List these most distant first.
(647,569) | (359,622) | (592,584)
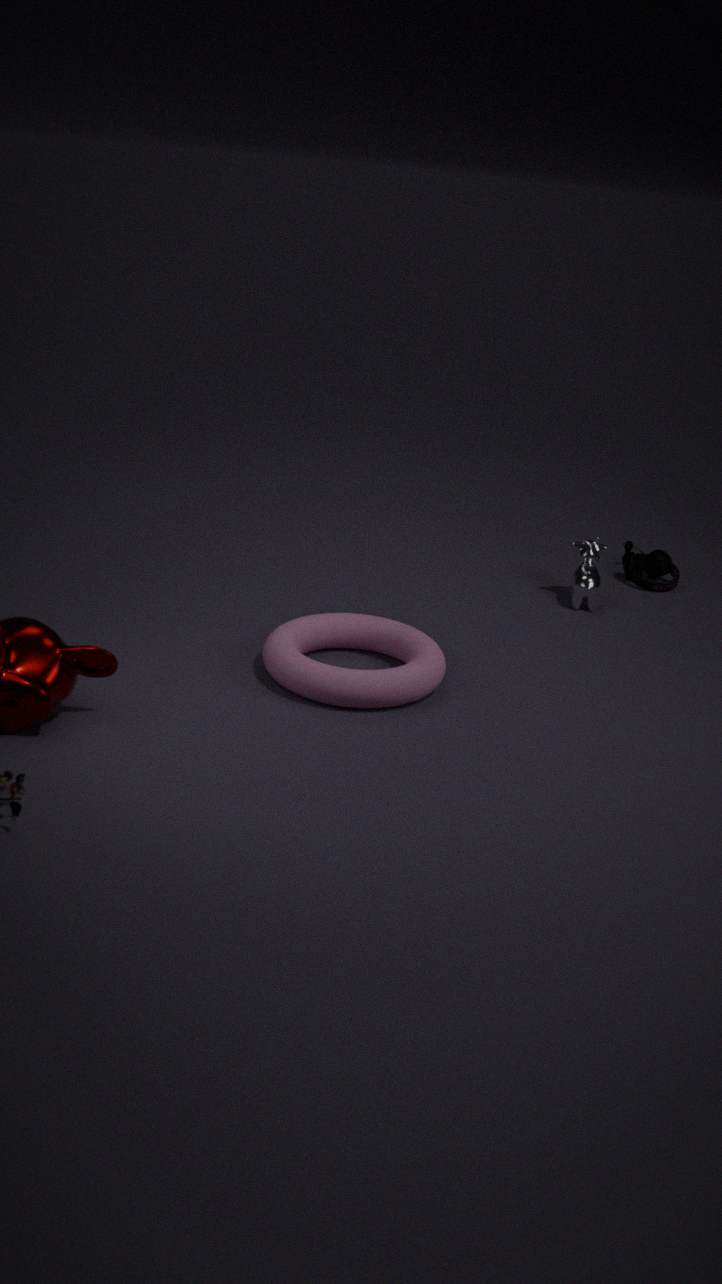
(647,569) < (592,584) < (359,622)
